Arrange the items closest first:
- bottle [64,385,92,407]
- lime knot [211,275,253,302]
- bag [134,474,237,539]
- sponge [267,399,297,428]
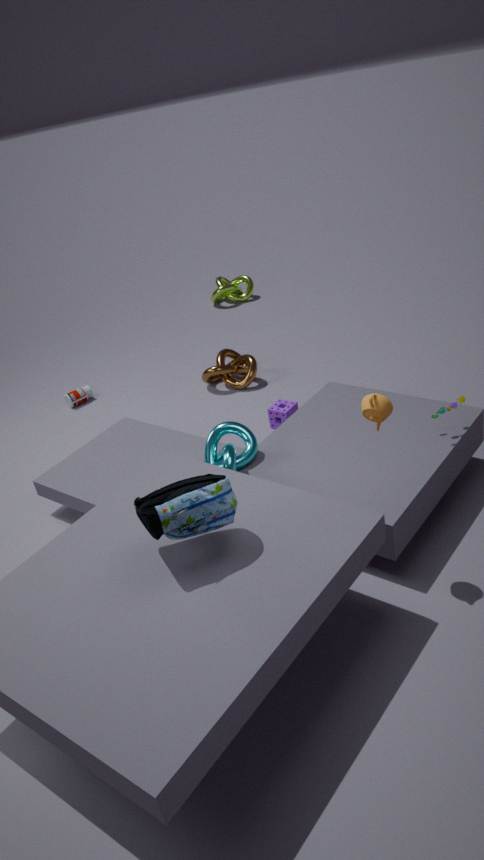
bag [134,474,237,539]
sponge [267,399,297,428]
bottle [64,385,92,407]
lime knot [211,275,253,302]
